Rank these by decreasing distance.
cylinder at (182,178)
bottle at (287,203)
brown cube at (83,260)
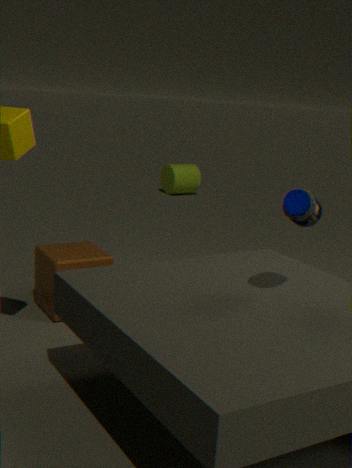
cylinder at (182,178) → brown cube at (83,260) → bottle at (287,203)
